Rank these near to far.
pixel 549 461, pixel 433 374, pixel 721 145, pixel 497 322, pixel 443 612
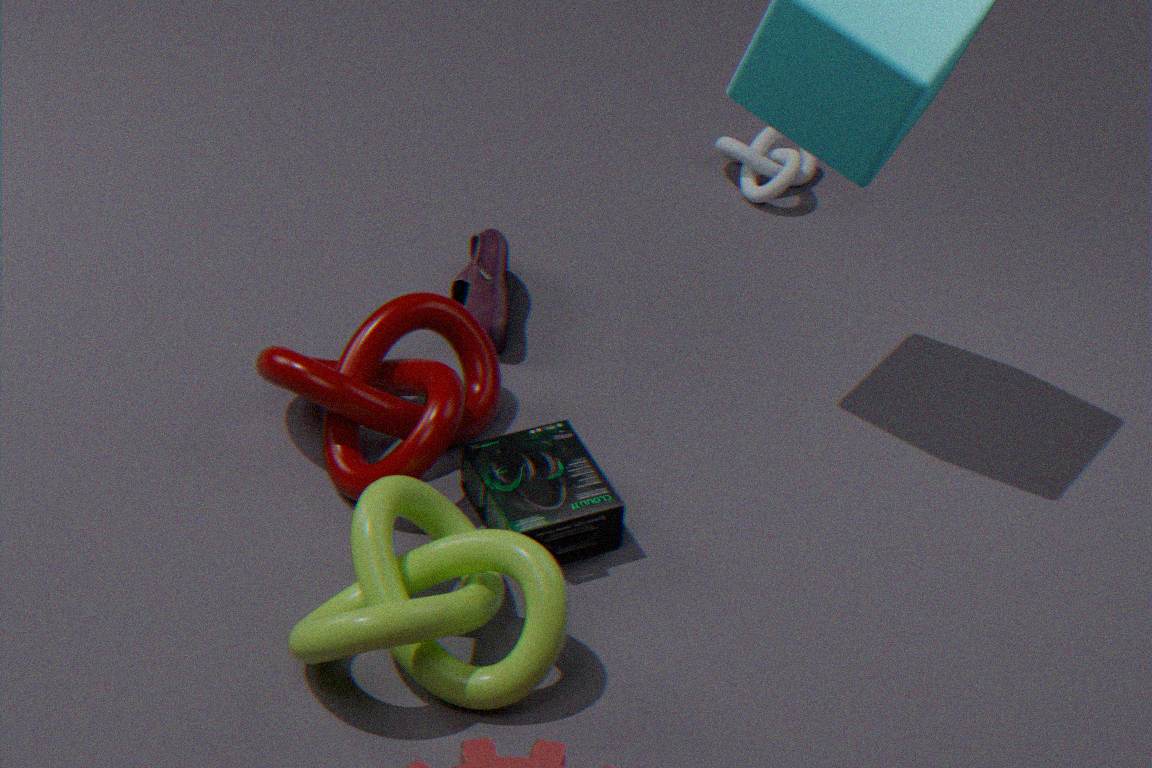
pixel 443 612 < pixel 549 461 < pixel 433 374 < pixel 497 322 < pixel 721 145
